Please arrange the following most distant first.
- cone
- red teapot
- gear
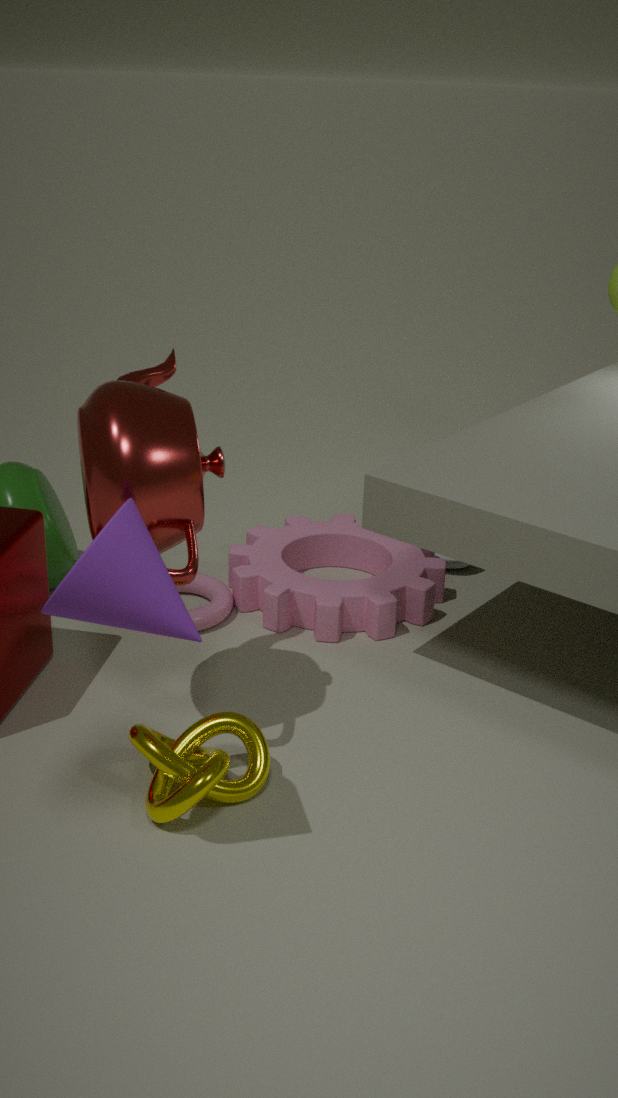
gear
red teapot
cone
